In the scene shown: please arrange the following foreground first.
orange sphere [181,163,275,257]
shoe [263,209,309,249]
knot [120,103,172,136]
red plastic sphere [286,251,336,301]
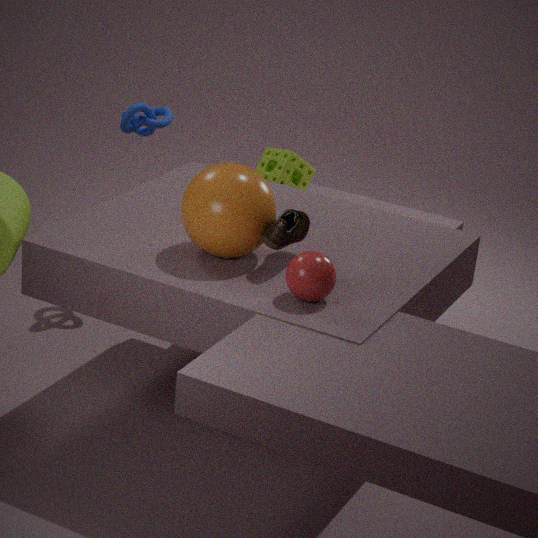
red plastic sphere [286,251,336,301]
orange sphere [181,163,275,257]
shoe [263,209,309,249]
knot [120,103,172,136]
